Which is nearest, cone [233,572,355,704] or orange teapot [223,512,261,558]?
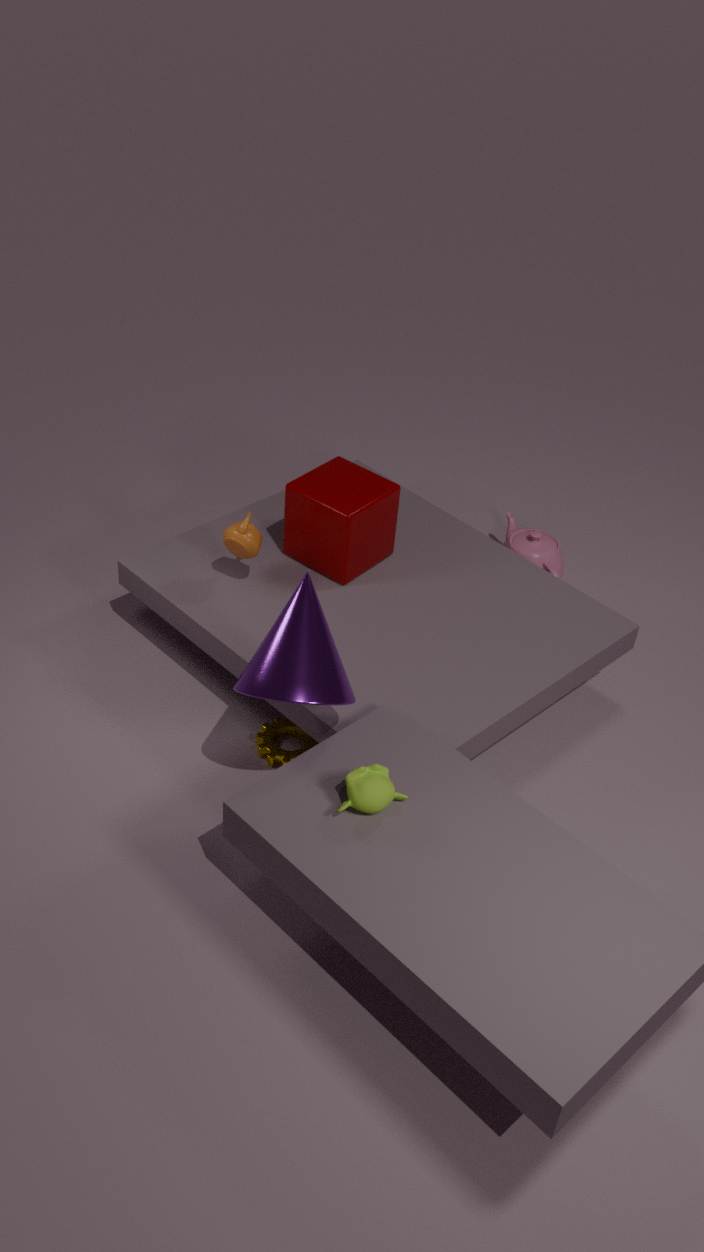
cone [233,572,355,704]
